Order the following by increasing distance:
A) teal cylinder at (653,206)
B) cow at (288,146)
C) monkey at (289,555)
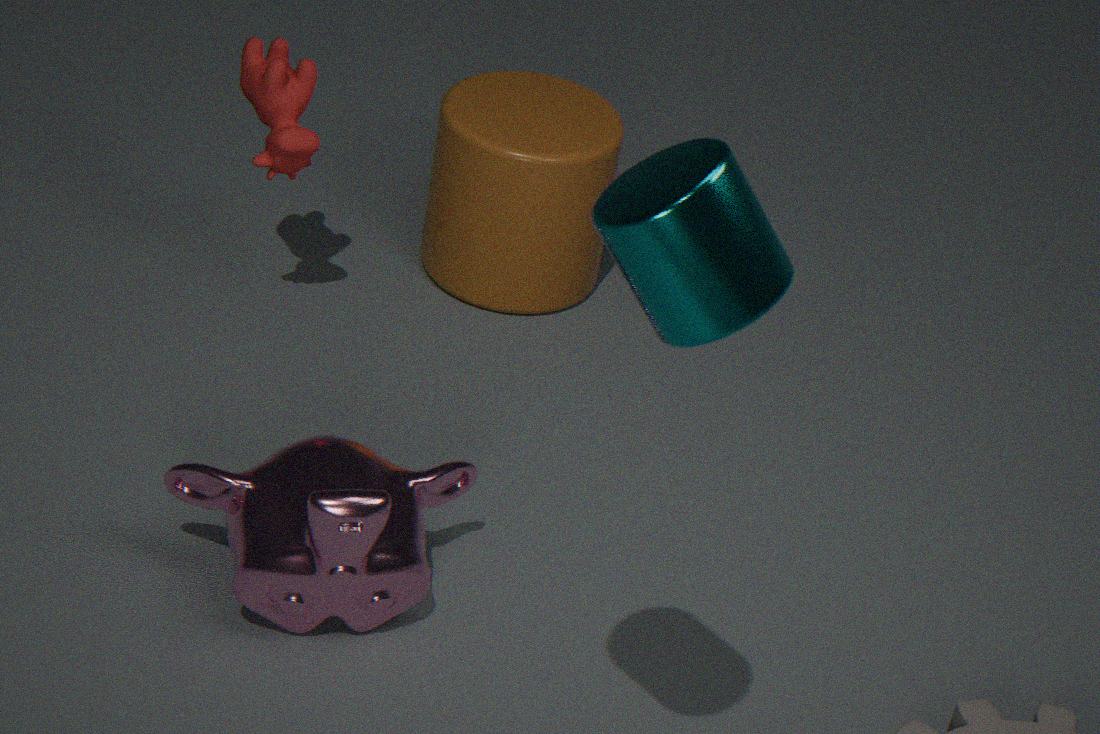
teal cylinder at (653,206) → monkey at (289,555) → cow at (288,146)
